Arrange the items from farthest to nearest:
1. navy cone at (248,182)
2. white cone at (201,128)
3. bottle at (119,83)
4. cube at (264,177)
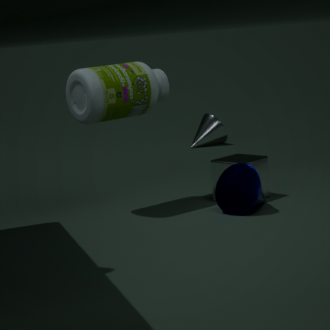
white cone at (201,128)
cube at (264,177)
bottle at (119,83)
navy cone at (248,182)
